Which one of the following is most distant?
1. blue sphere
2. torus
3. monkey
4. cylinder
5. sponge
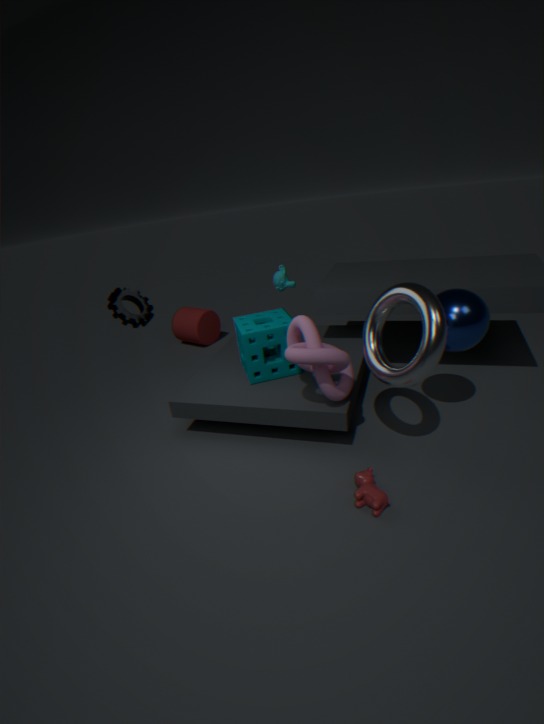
cylinder
